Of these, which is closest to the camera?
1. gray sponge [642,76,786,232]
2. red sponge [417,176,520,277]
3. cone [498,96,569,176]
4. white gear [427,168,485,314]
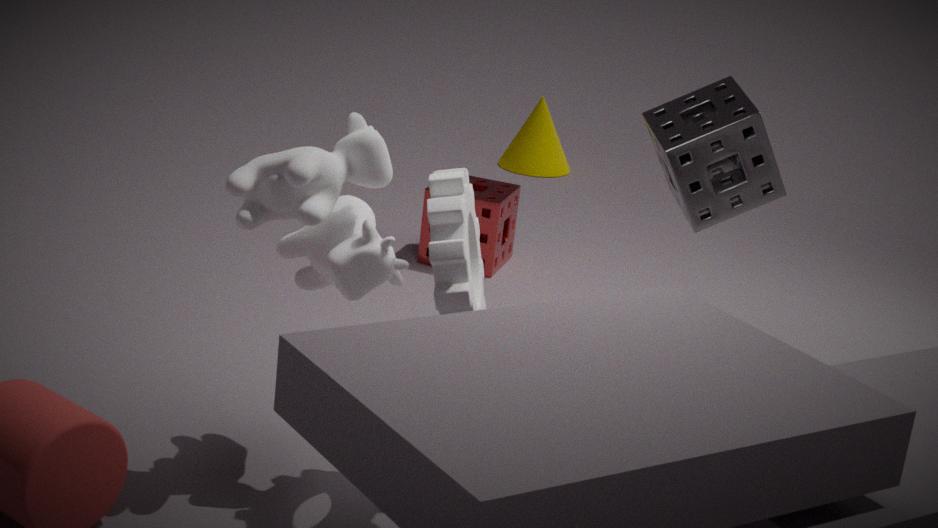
white gear [427,168,485,314]
